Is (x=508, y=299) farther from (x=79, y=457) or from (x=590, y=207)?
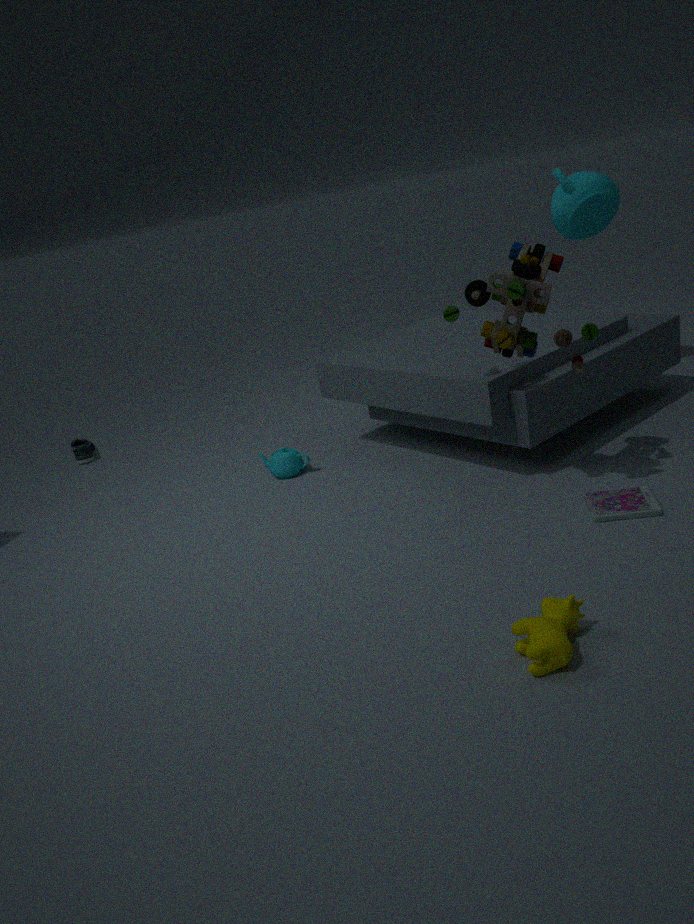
(x=79, y=457)
